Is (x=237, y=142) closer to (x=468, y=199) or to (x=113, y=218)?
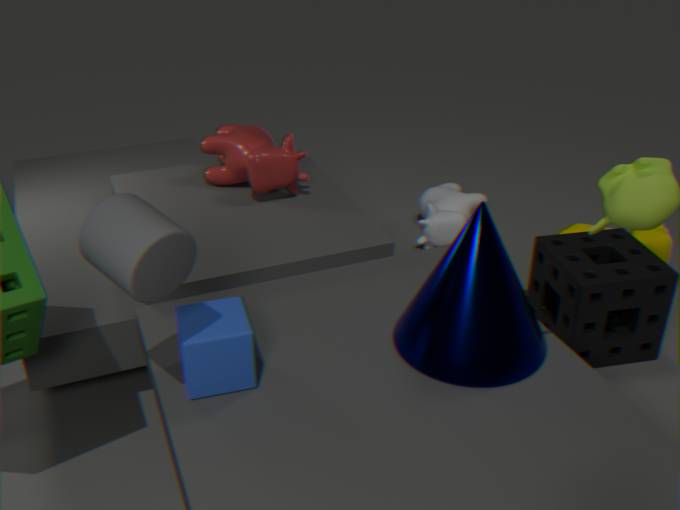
(x=468, y=199)
